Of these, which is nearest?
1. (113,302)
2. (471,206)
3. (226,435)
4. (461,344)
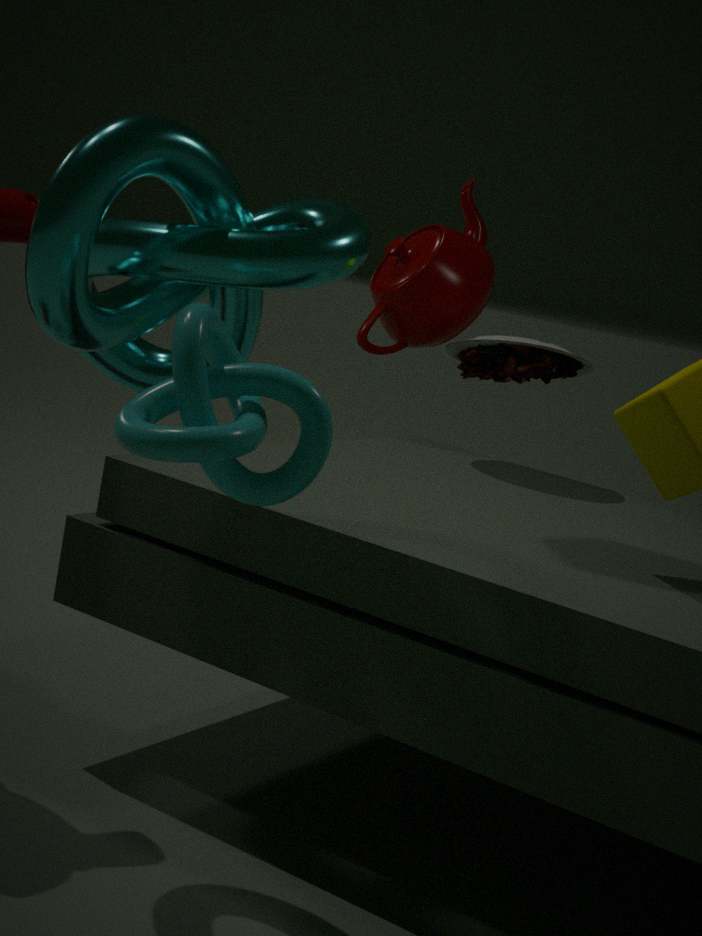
(226,435)
